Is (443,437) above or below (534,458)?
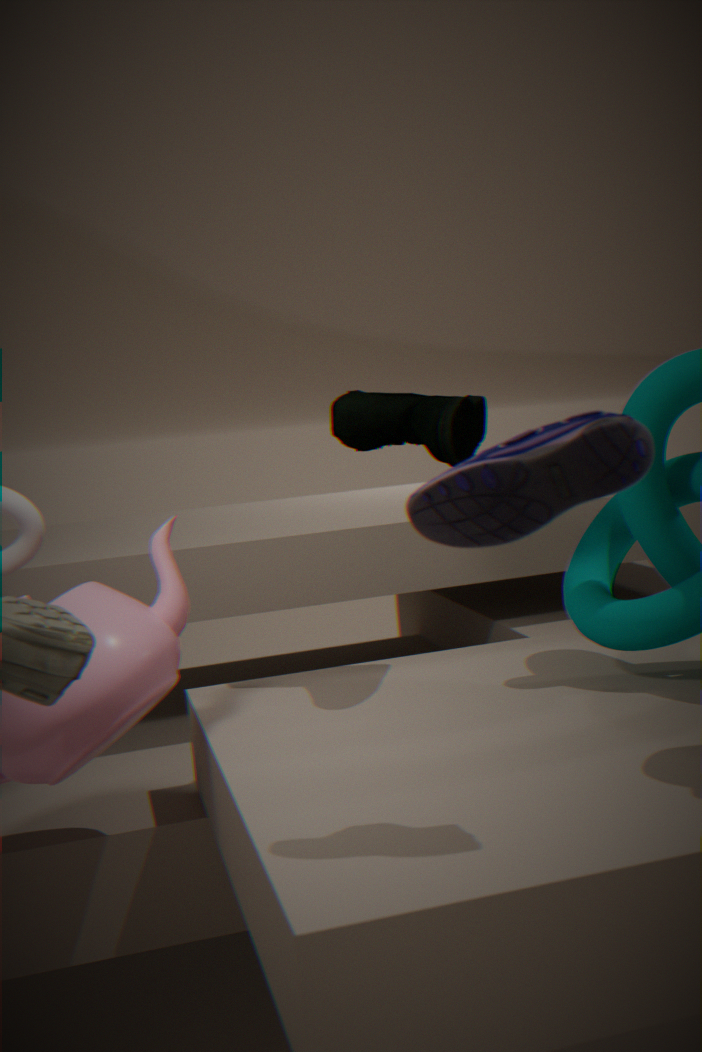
above
